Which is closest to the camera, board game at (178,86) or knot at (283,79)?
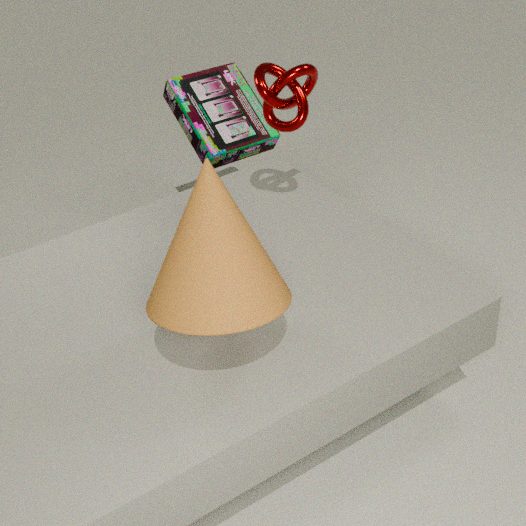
knot at (283,79)
